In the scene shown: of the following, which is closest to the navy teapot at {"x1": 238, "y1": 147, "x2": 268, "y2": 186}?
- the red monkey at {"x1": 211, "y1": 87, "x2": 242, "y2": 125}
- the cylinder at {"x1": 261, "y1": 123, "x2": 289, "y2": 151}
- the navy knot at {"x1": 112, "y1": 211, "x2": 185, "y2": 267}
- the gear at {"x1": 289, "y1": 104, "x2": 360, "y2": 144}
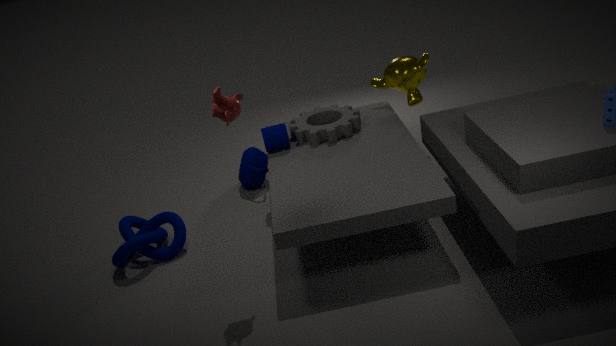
the cylinder at {"x1": 261, "y1": 123, "x2": 289, "y2": 151}
